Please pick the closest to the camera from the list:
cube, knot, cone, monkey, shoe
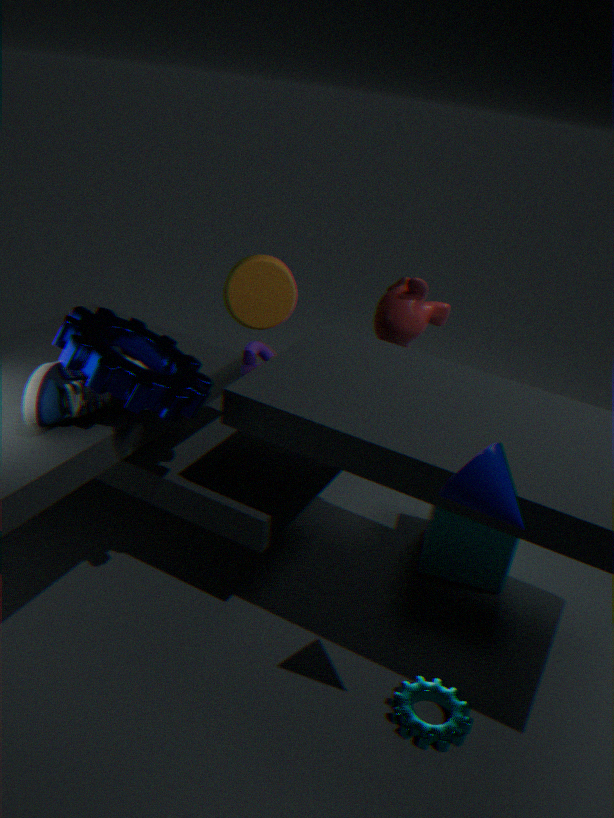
cone
